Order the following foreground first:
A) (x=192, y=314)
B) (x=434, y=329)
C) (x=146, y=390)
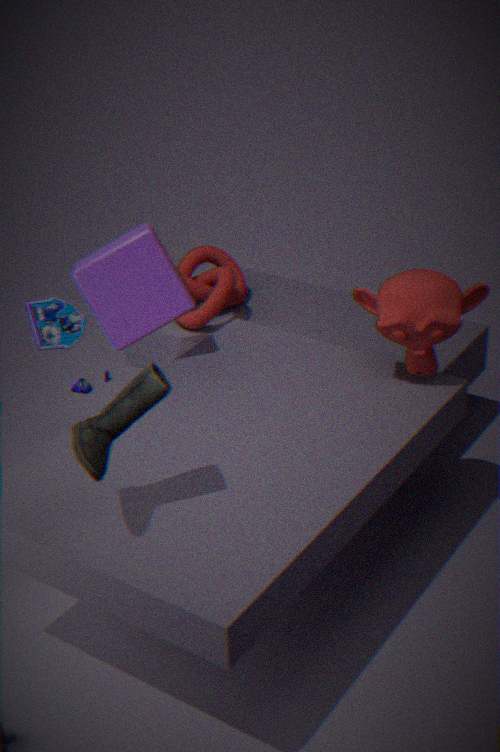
C. (x=146, y=390)
B. (x=434, y=329)
A. (x=192, y=314)
